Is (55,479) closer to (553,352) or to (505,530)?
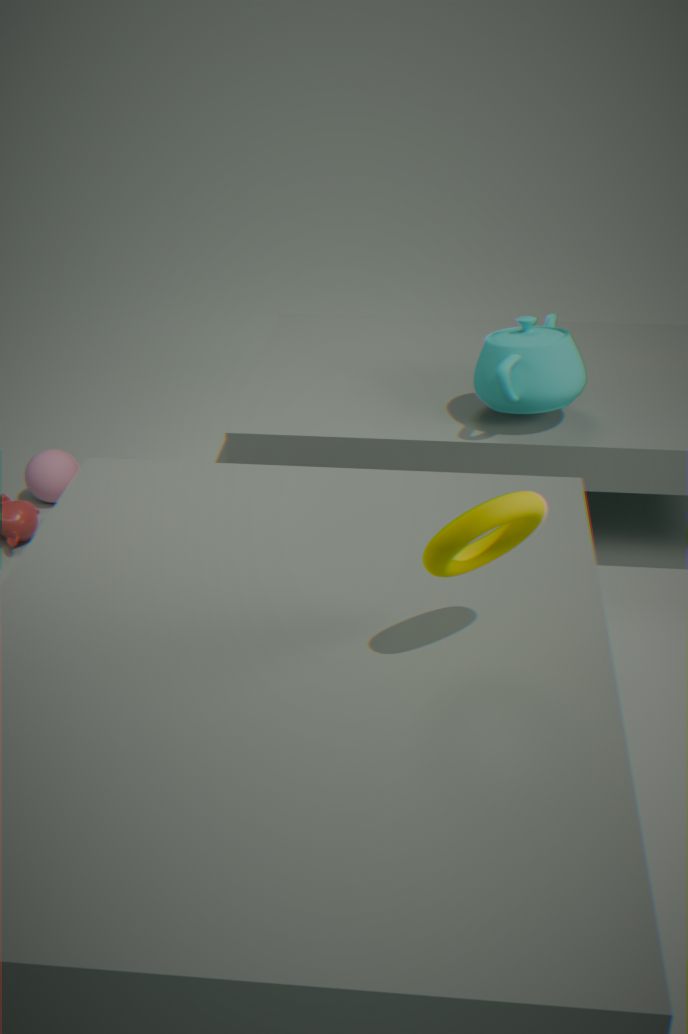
(553,352)
